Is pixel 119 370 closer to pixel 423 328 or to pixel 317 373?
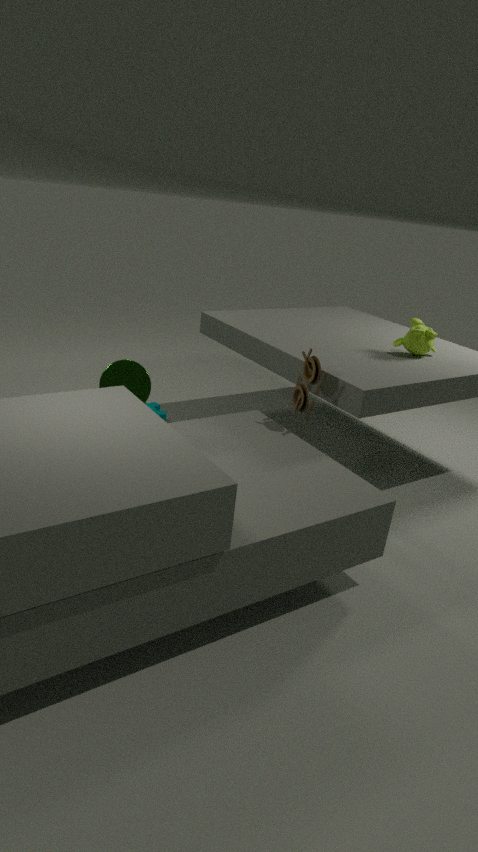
pixel 317 373
